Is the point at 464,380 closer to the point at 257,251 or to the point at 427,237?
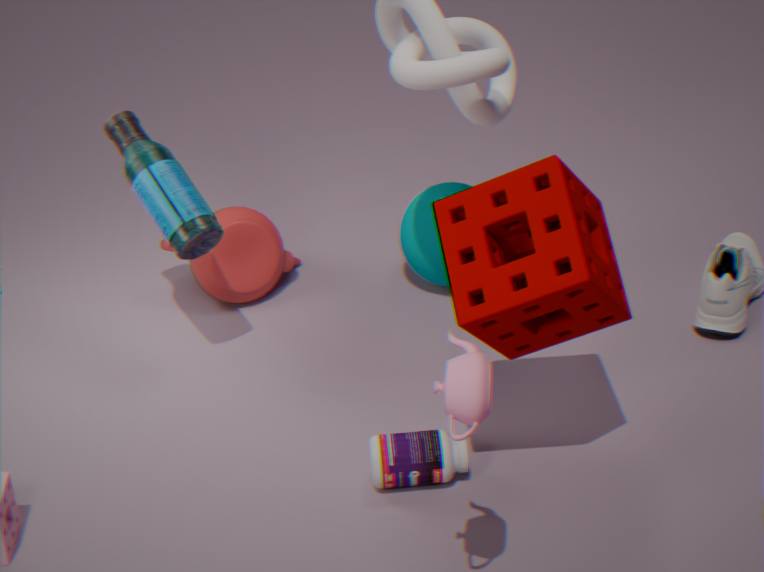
the point at 427,237
